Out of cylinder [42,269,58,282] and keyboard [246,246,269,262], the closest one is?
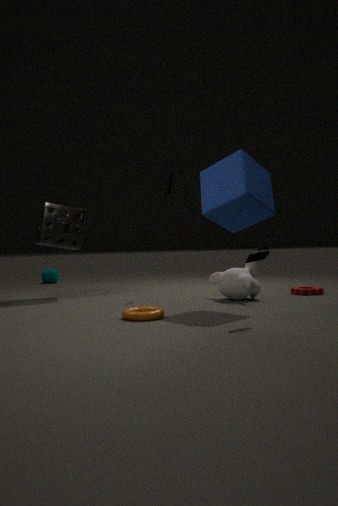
keyboard [246,246,269,262]
